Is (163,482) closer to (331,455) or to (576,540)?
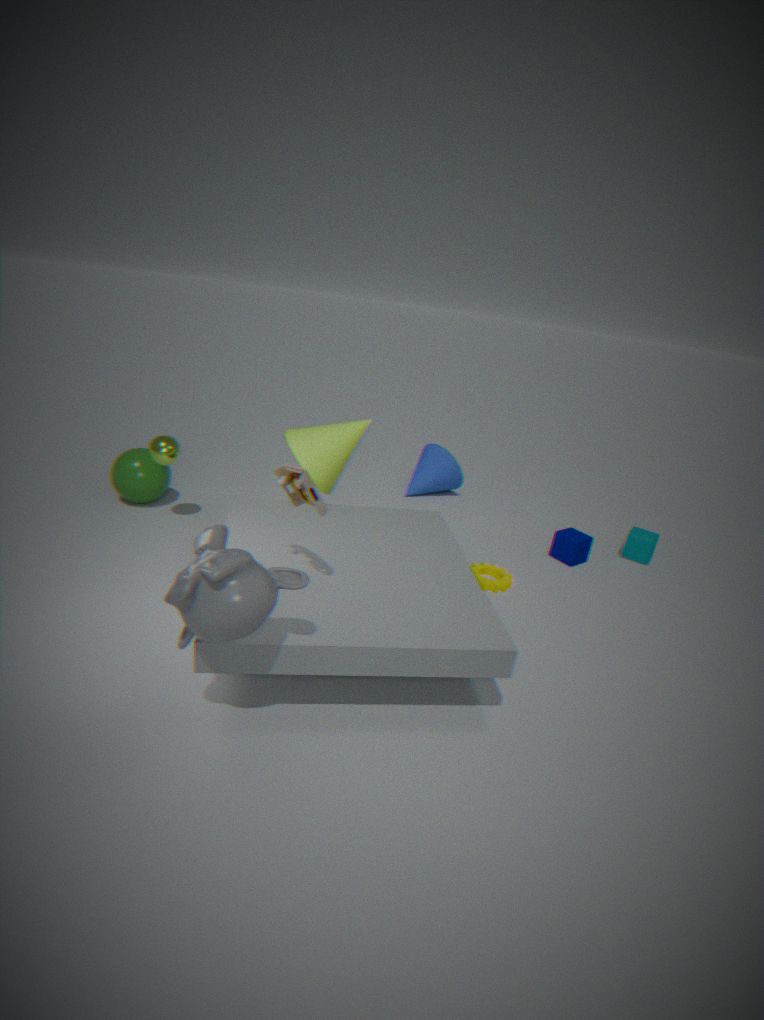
(331,455)
